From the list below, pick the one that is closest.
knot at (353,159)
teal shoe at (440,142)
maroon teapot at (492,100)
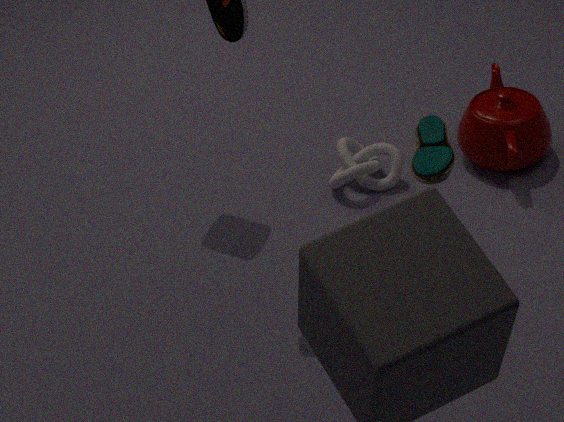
teal shoe at (440,142)
